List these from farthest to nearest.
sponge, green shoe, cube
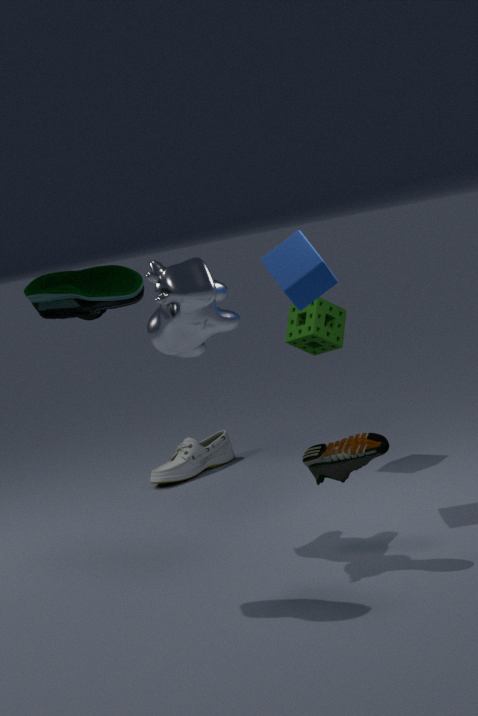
sponge, cube, green shoe
